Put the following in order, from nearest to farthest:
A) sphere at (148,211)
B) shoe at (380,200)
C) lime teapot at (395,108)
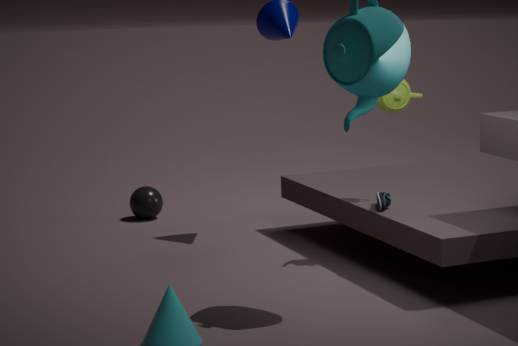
B. shoe at (380,200), C. lime teapot at (395,108), A. sphere at (148,211)
